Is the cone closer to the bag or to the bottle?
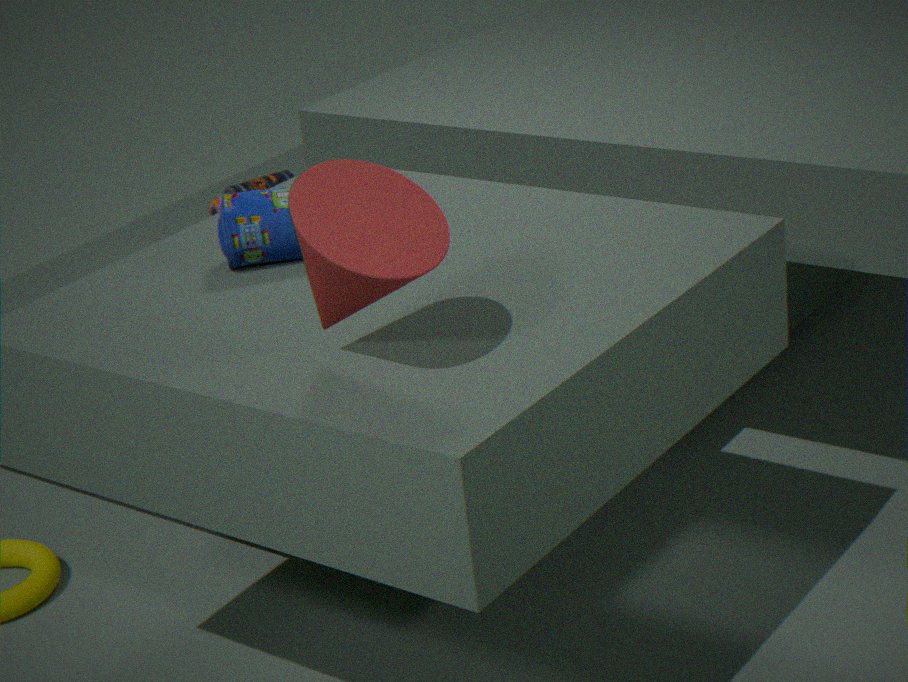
the bag
